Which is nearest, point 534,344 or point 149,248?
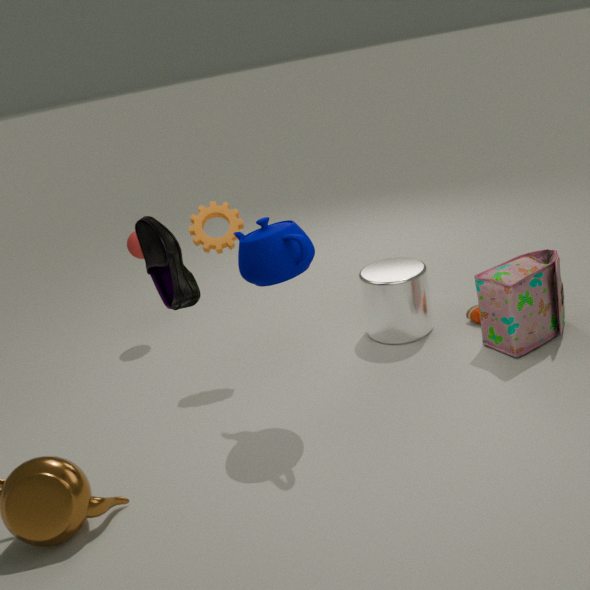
point 149,248
